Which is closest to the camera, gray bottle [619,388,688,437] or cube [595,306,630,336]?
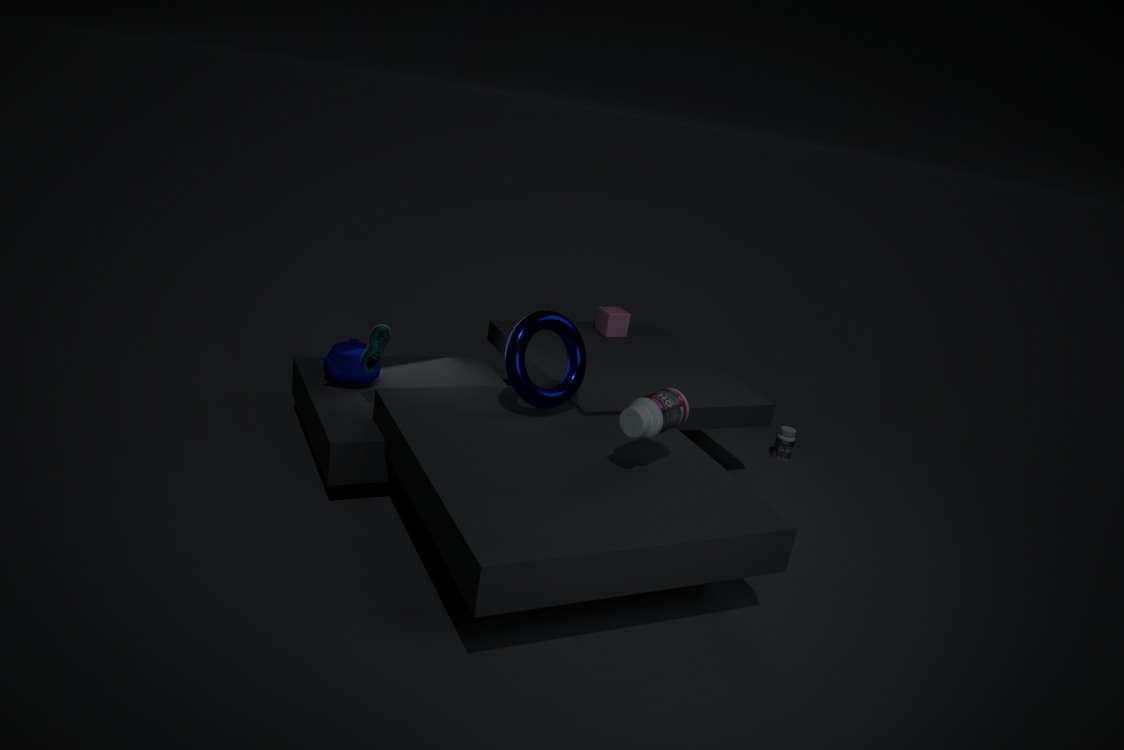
gray bottle [619,388,688,437]
